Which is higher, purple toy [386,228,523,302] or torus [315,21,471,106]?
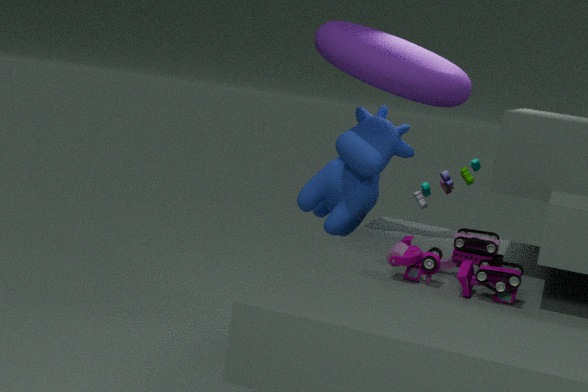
torus [315,21,471,106]
